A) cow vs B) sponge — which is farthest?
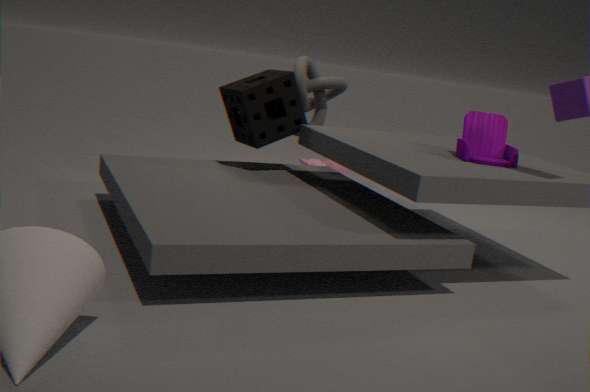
A. cow
